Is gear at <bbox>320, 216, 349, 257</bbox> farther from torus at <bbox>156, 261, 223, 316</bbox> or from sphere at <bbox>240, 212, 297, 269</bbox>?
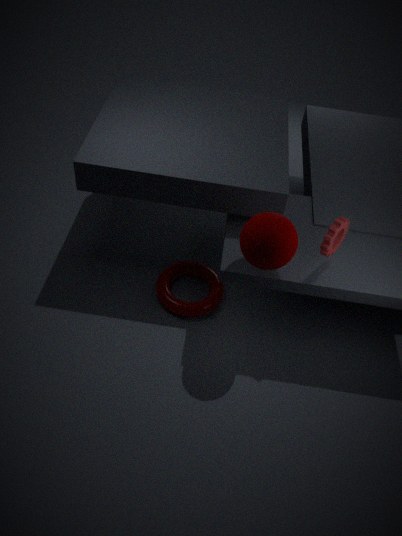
torus at <bbox>156, 261, 223, 316</bbox>
